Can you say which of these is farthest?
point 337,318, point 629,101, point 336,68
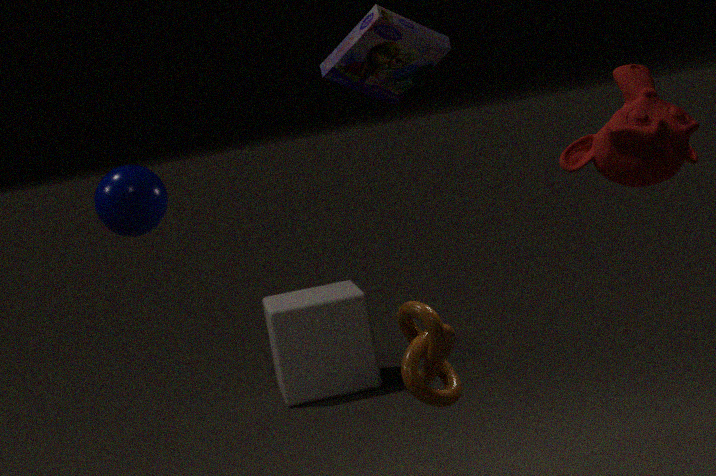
point 337,318
